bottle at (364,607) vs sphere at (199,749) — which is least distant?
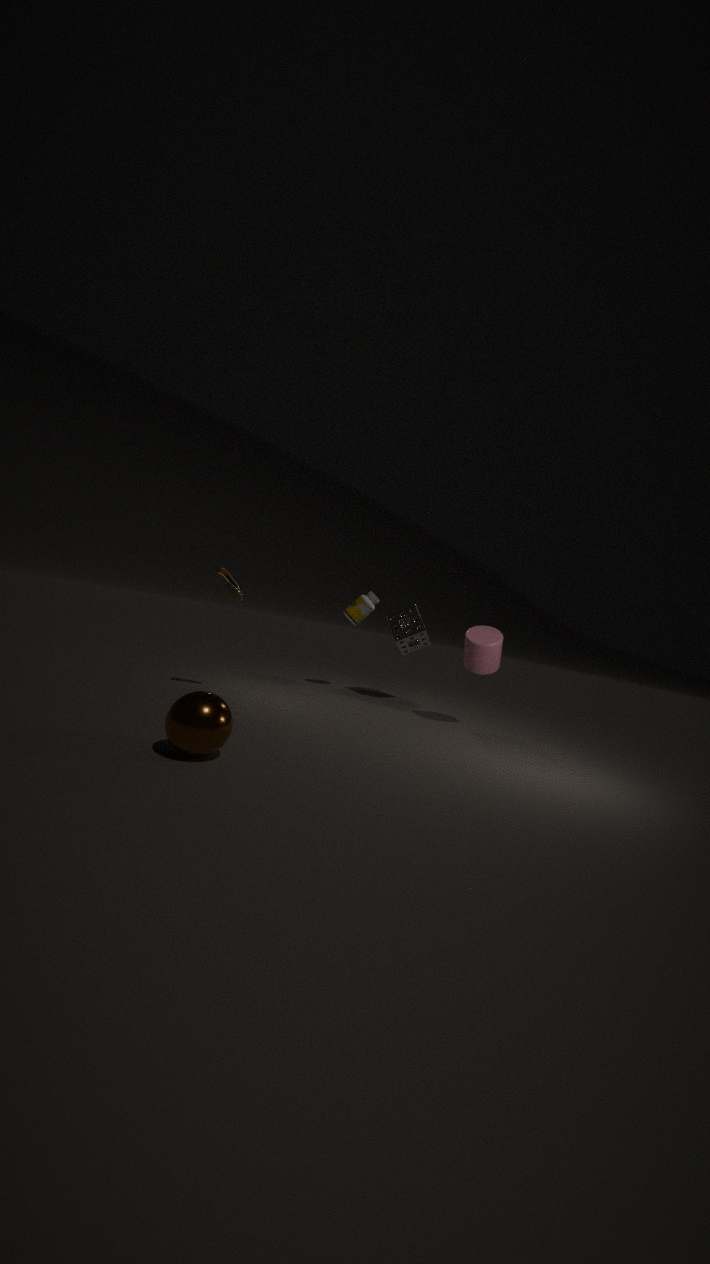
sphere at (199,749)
